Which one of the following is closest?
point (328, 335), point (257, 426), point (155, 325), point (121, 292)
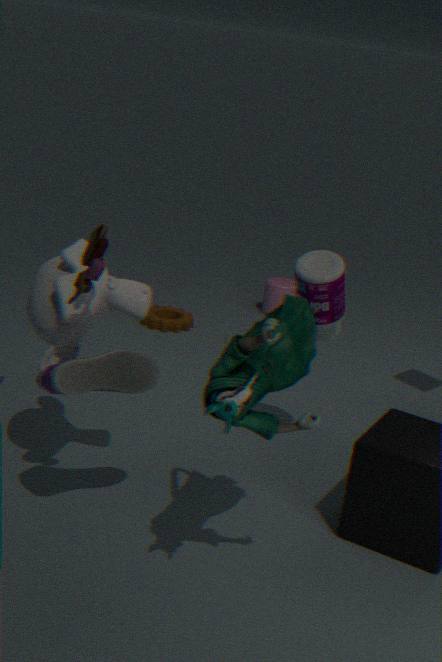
point (257, 426)
